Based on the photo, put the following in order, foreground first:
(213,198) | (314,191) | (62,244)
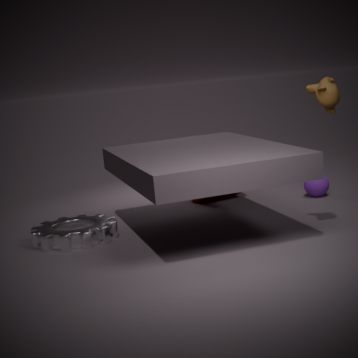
(62,244)
(314,191)
(213,198)
